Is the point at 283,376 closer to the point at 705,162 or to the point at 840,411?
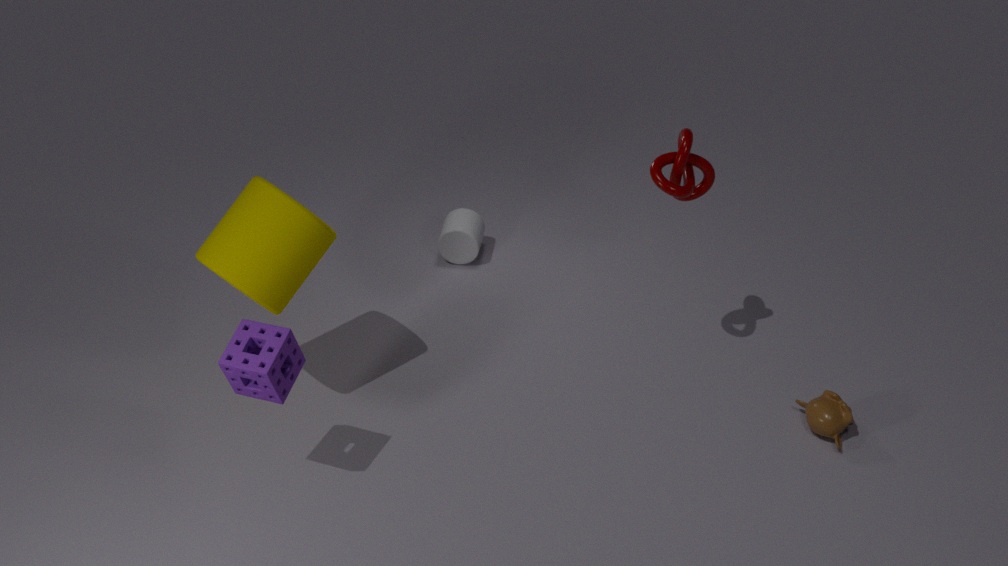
the point at 705,162
